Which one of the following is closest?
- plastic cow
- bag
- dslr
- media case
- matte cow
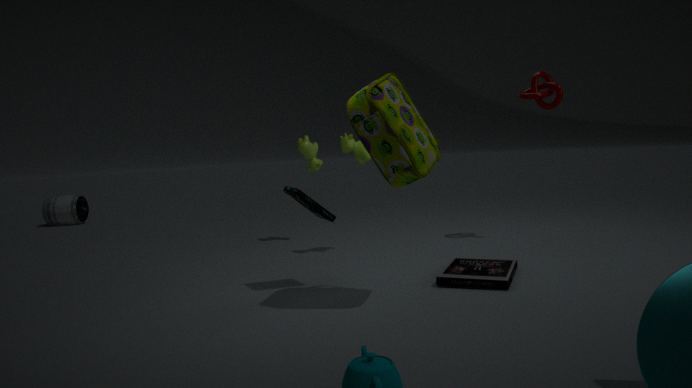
bag
